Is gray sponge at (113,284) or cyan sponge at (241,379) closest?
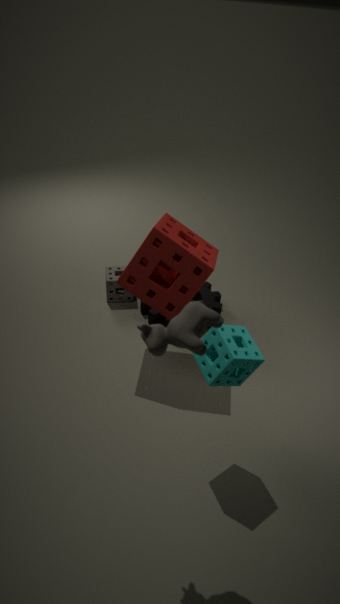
cyan sponge at (241,379)
